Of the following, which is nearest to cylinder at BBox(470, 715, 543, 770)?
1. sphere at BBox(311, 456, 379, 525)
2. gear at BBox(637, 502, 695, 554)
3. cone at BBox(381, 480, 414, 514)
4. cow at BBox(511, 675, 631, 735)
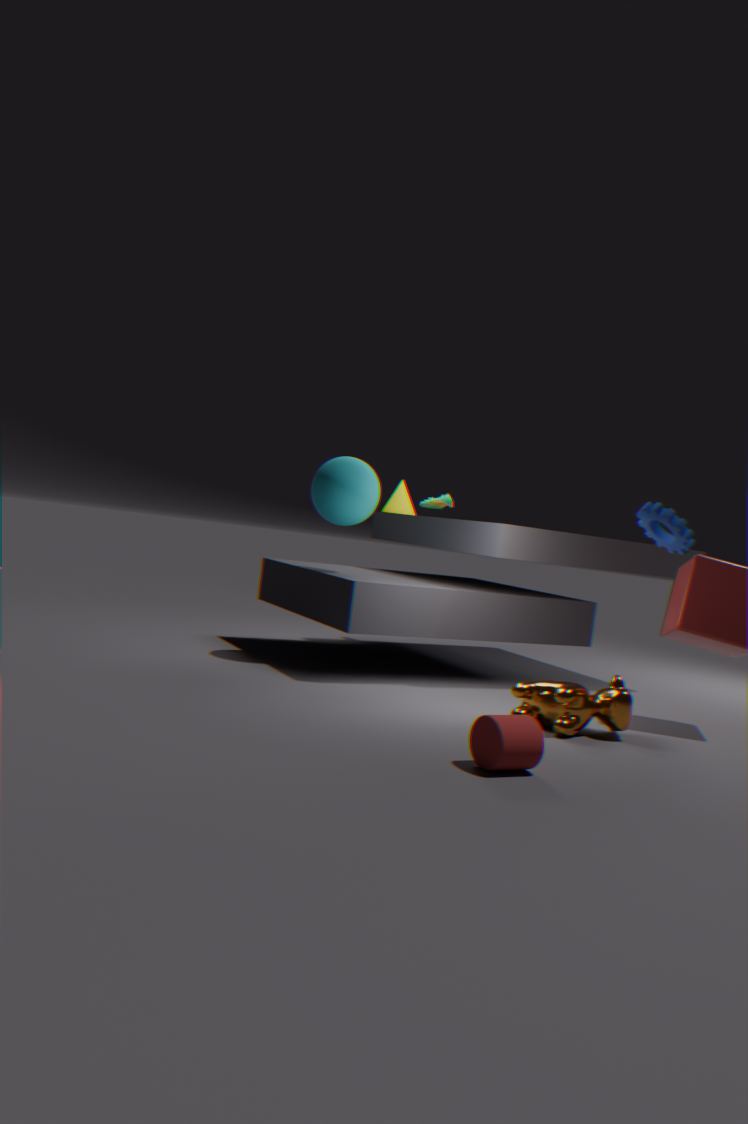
cow at BBox(511, 675, 631, 735)
